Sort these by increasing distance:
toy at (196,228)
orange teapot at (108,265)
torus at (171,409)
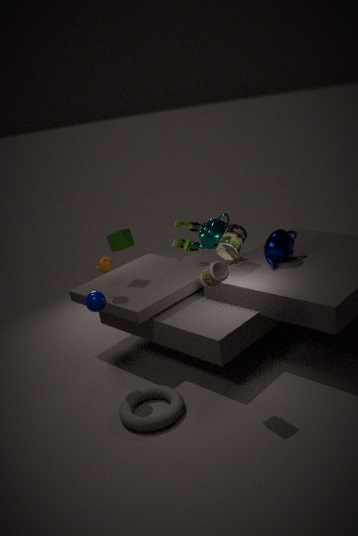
torus at (171,409) < orange teapot at (108,265) < toy at (196,228)
